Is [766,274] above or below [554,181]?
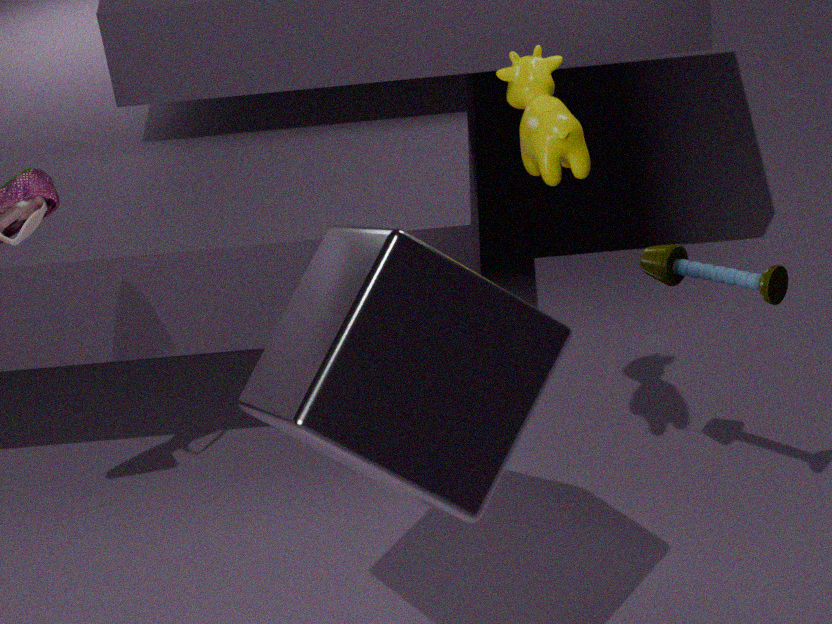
below
